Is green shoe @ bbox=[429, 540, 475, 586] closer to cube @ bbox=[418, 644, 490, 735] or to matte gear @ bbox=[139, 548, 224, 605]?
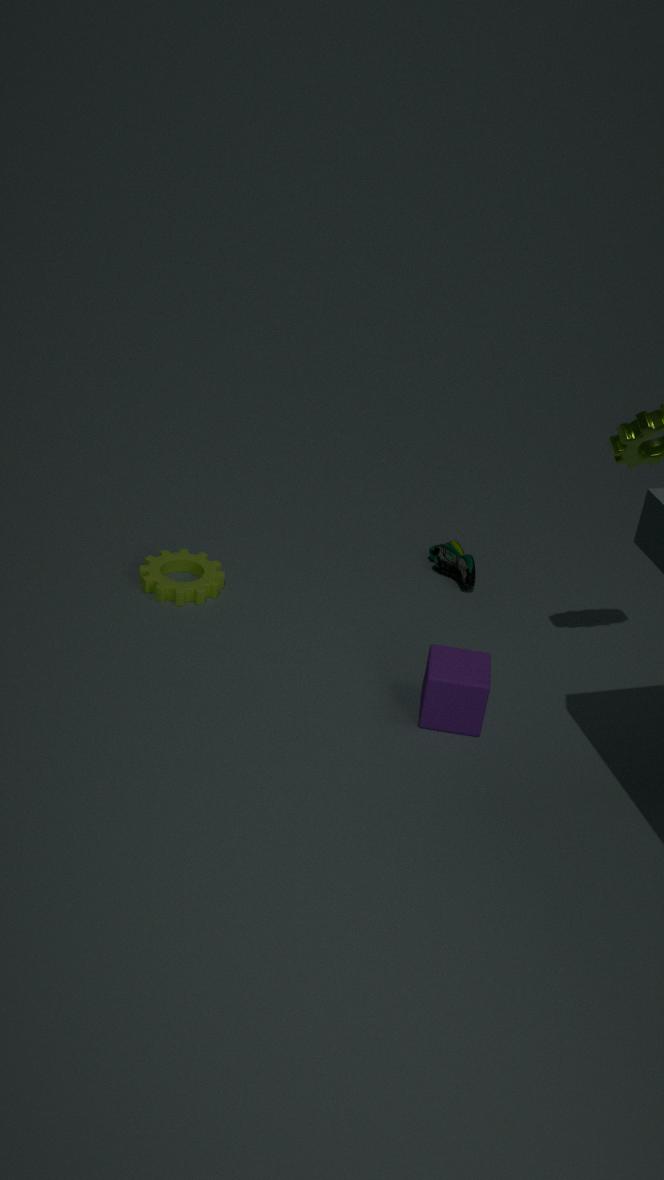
cube @ bbox=[418, 644, 490, 735]
